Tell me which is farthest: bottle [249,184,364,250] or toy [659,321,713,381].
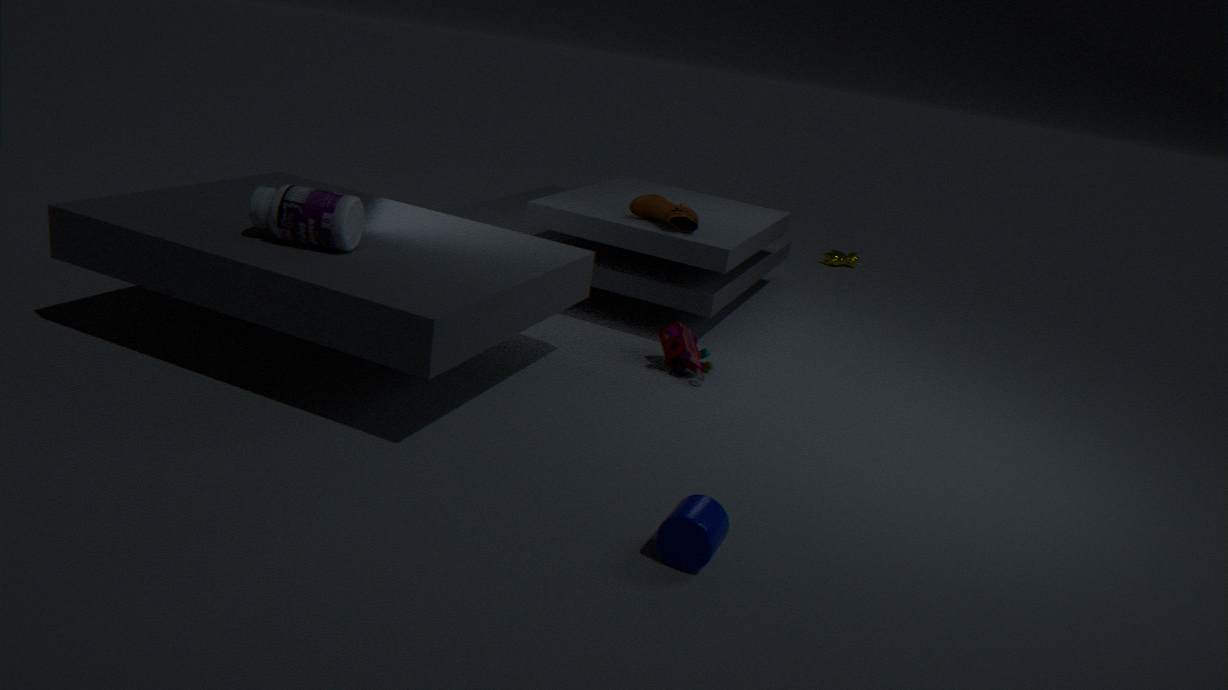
toy [659,321,713,381]
